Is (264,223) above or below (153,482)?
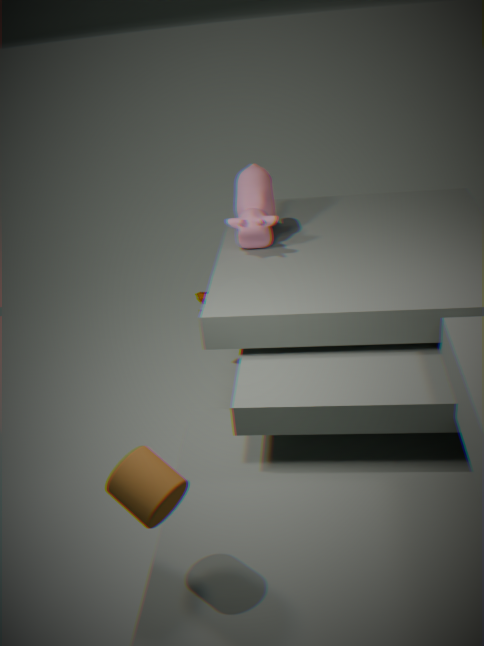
above
